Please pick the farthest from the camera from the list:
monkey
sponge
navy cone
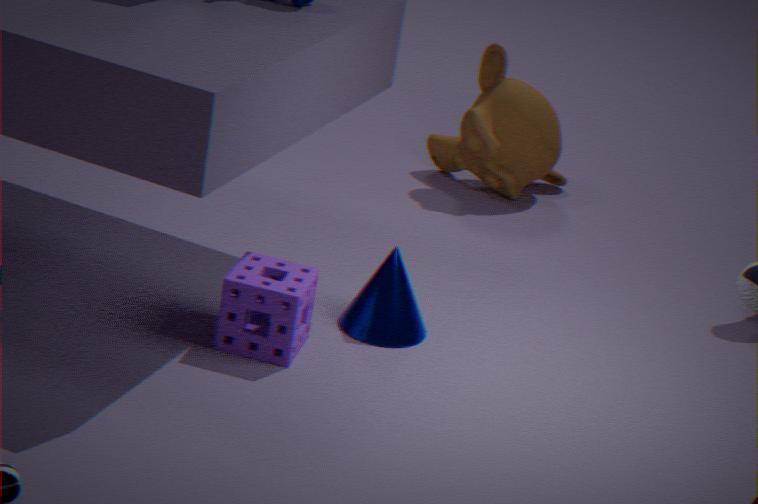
monkey
